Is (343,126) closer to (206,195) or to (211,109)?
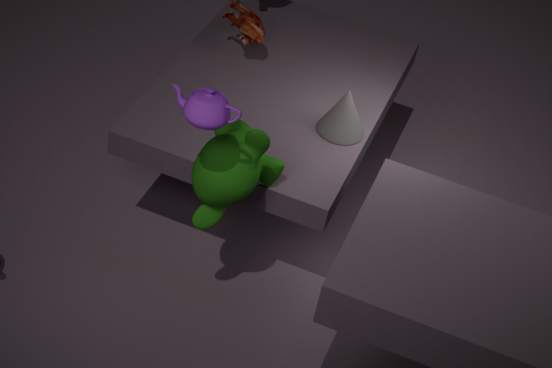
(206,195)
